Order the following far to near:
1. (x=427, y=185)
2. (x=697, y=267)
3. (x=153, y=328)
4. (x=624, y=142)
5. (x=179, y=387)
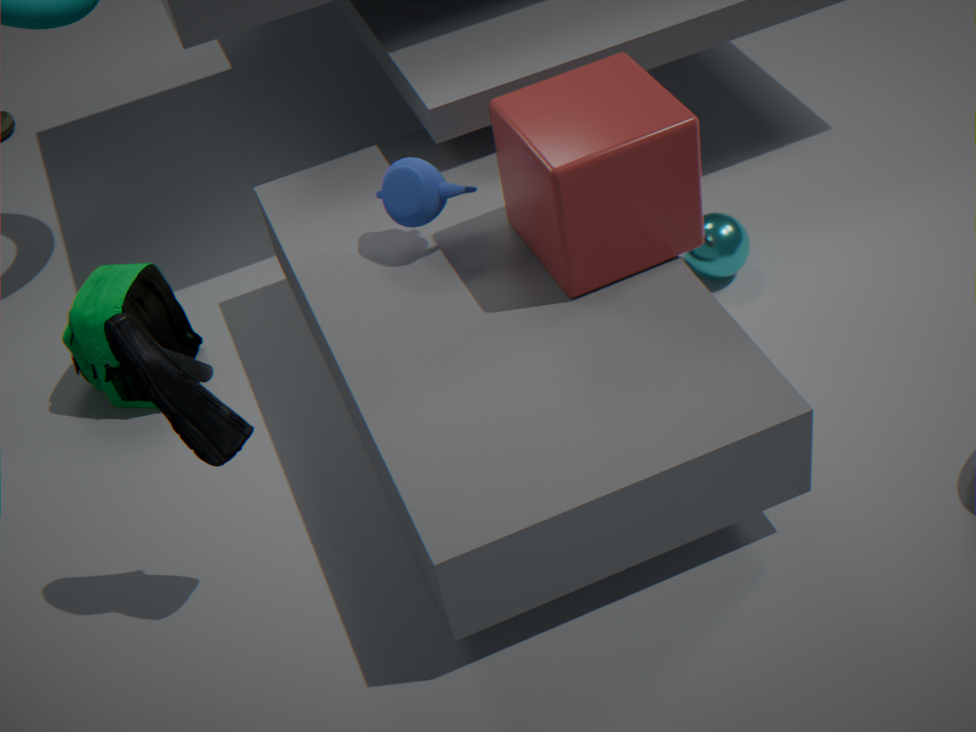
(x=697, y=267)
(x=153, y=328)
(x=427, y=185)
(x=624, y=142)
(x=179, y=387)
